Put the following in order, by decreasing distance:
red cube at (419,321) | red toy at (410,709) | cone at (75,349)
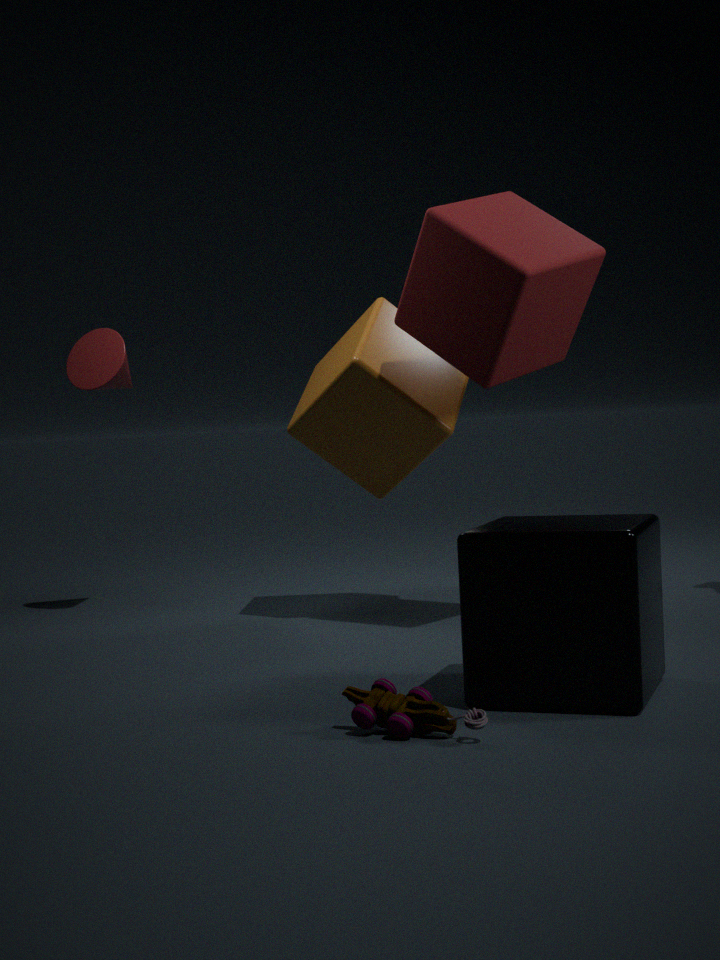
cone at (75,349) → red cube at (419,321) → red toy at (410,709)
